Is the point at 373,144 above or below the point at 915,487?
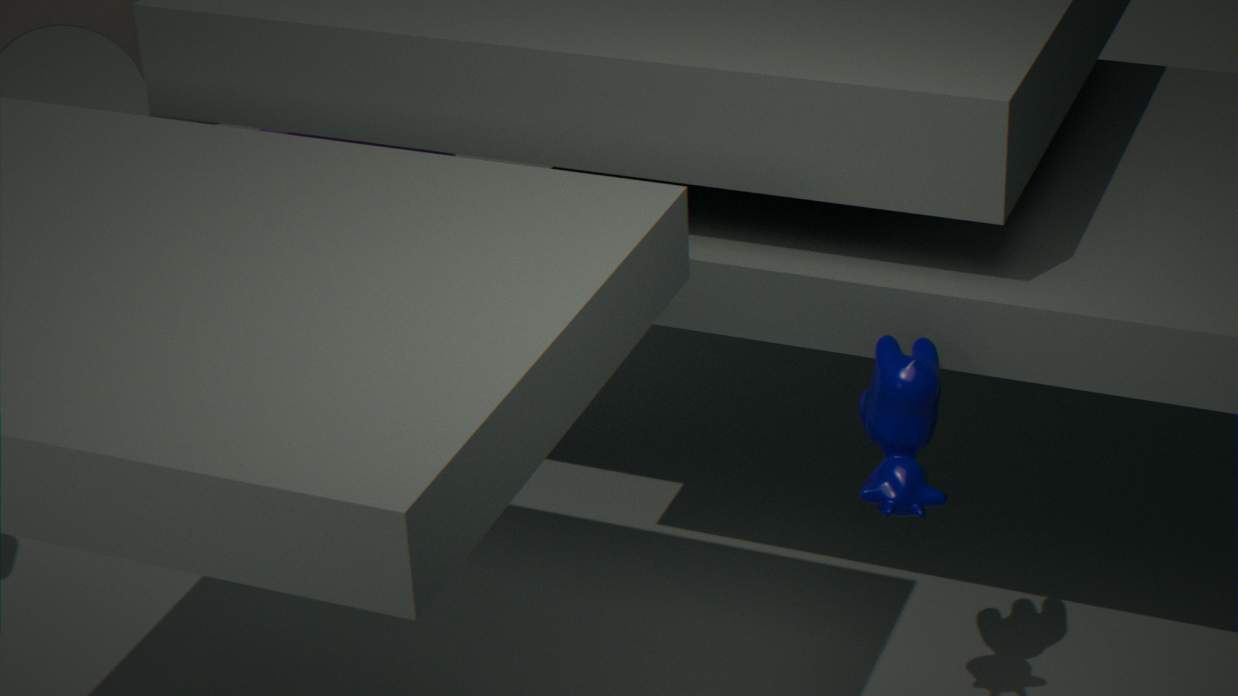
above
